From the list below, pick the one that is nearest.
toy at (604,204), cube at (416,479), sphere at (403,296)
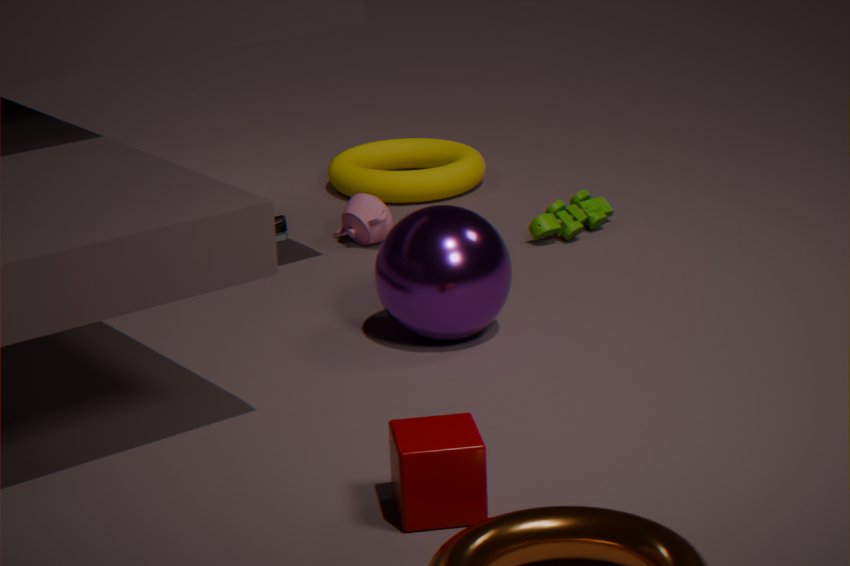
cube at (416,479)
